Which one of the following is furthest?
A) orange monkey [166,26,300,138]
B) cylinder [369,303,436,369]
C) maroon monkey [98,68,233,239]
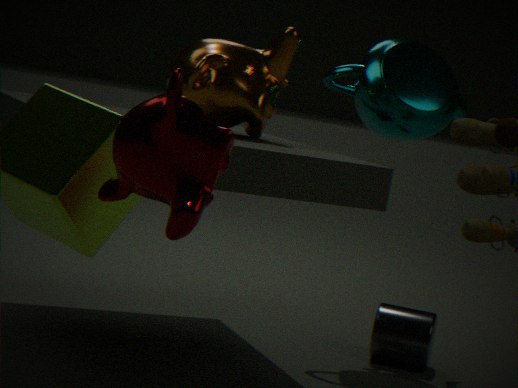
cylinder [369,303,436,369]
